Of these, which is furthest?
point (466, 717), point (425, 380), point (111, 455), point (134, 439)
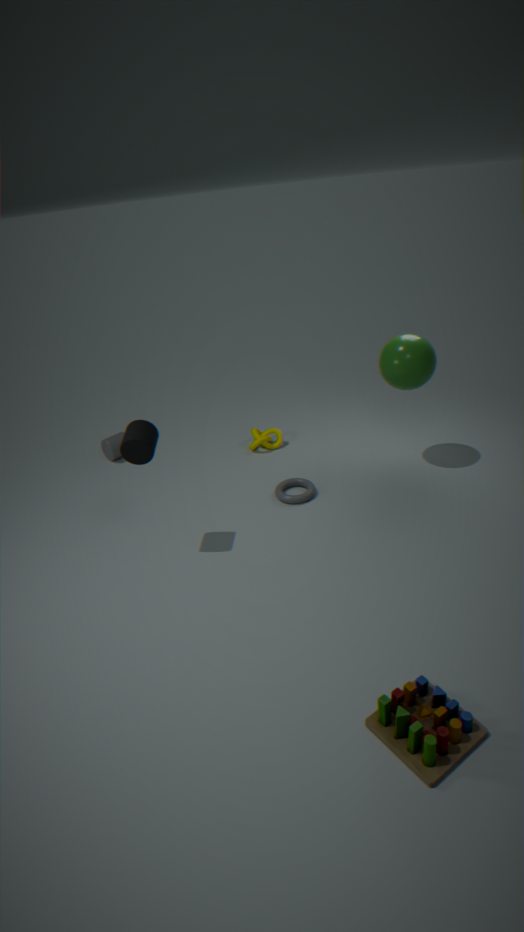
point (111, 455)
